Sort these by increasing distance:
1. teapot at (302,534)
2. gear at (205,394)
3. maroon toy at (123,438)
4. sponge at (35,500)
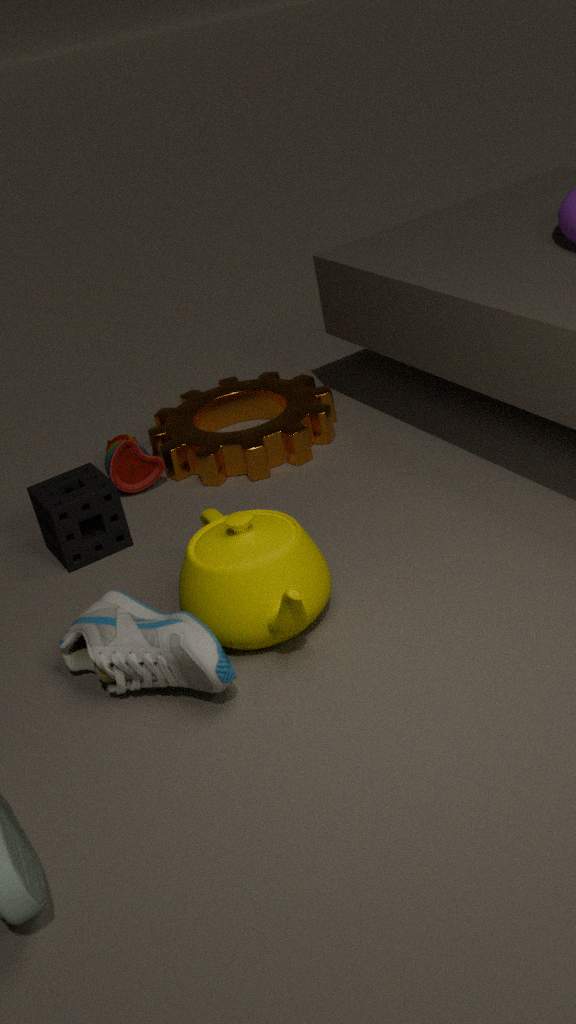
teapot at (302,534)
sponge at (35,500)
gear at (205,394)
maroon toy at (123,438)
